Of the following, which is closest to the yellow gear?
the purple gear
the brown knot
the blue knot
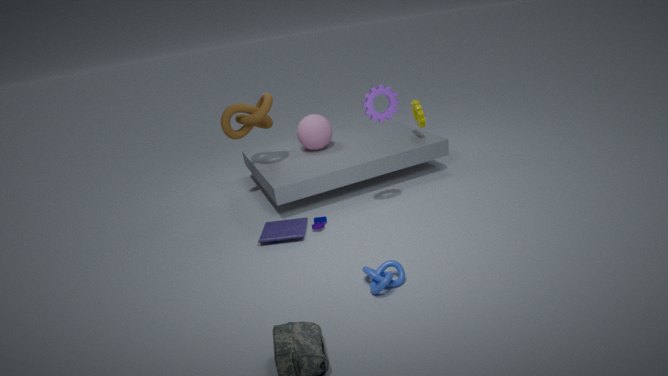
the purple gear
